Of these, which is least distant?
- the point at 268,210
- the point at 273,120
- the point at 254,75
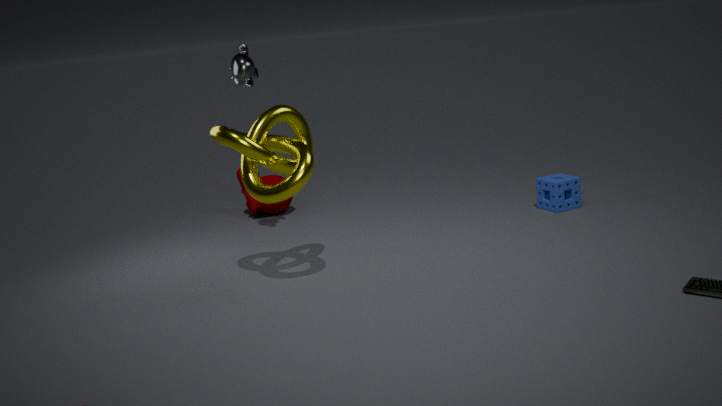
the point at 273,120
